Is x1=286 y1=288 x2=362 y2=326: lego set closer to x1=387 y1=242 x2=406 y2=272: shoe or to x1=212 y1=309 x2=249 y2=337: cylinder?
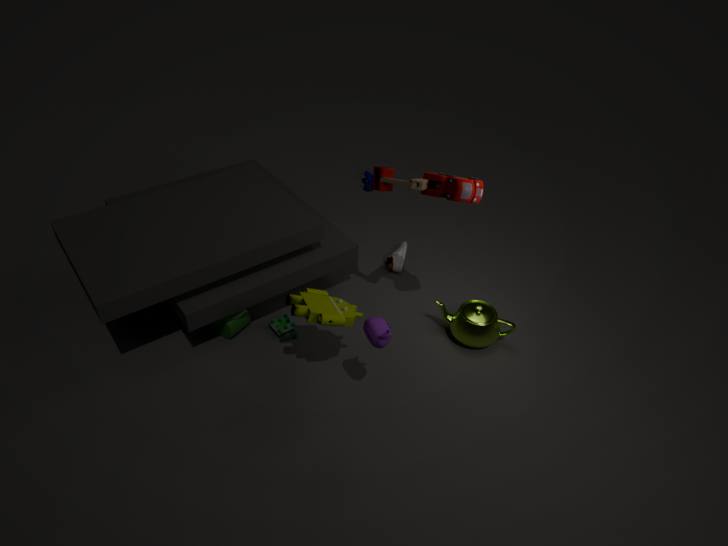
x1=212 y1=309 x2=249 y2=337: cylinder
